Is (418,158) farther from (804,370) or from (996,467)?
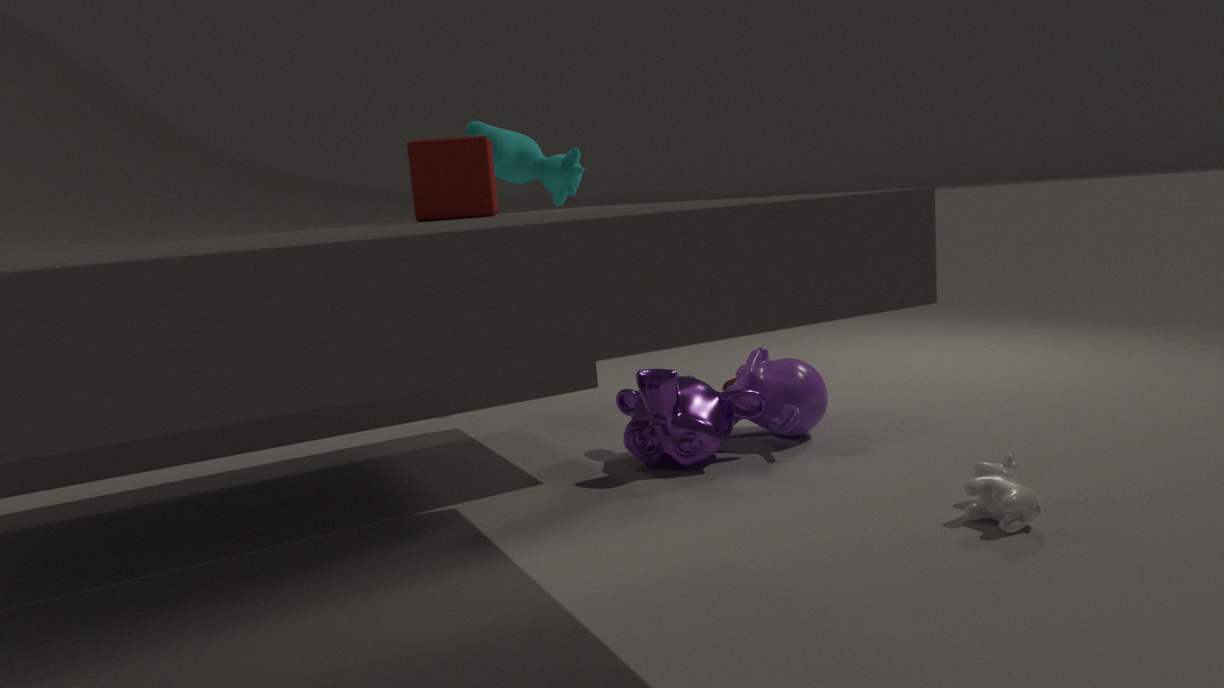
(996,467)
